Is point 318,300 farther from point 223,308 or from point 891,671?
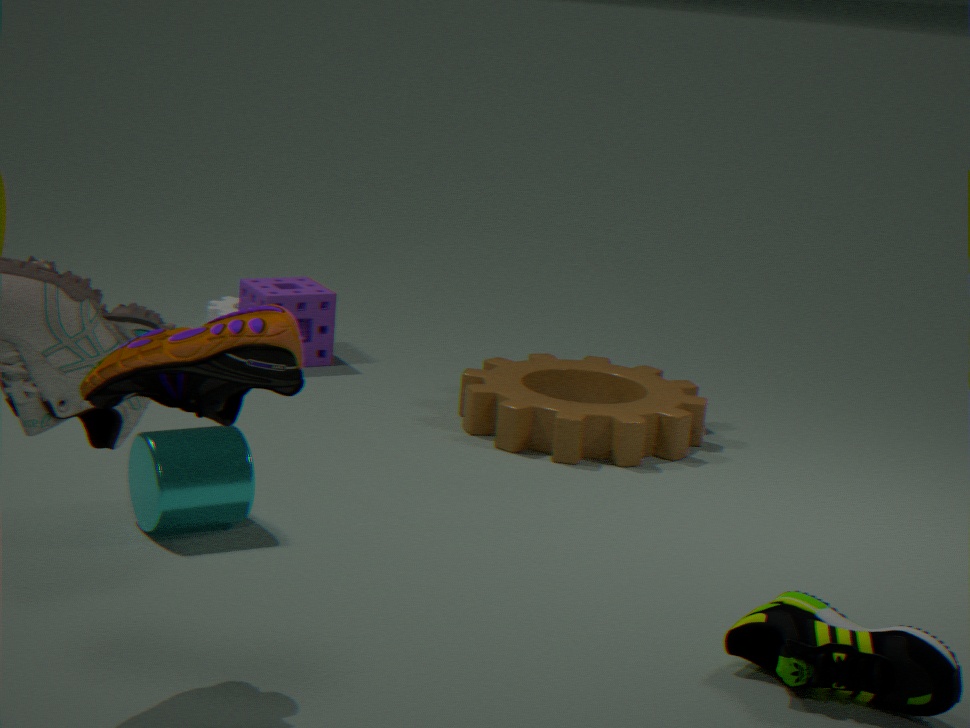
point 891,671
